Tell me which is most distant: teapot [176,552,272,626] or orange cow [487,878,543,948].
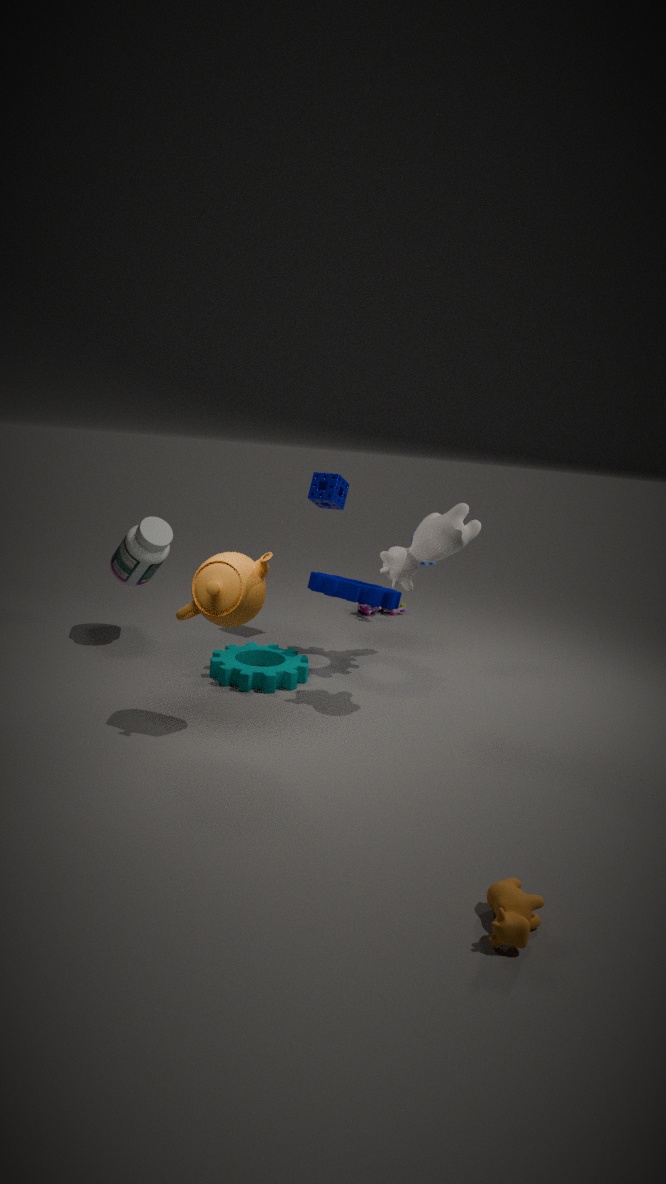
teapot [176,552,272,626]
